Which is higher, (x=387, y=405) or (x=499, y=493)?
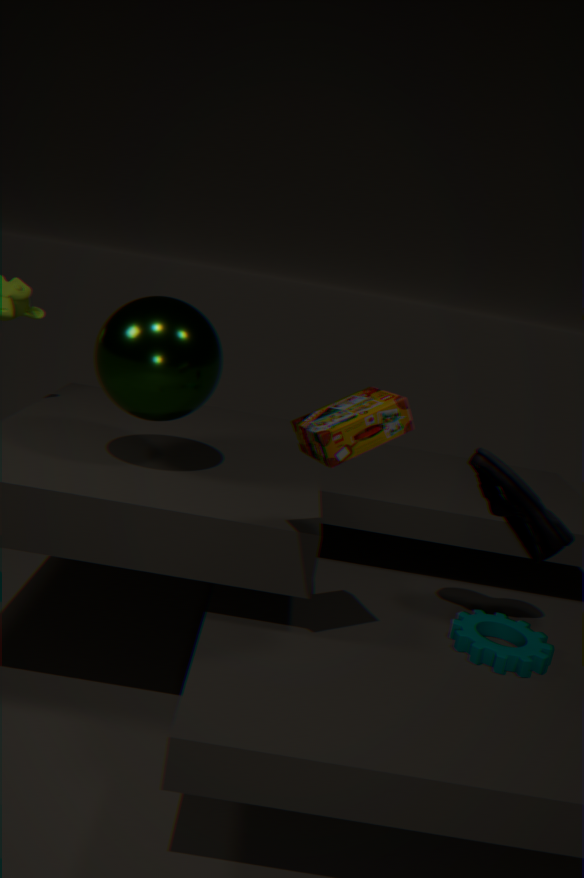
(x=387, y=405)
